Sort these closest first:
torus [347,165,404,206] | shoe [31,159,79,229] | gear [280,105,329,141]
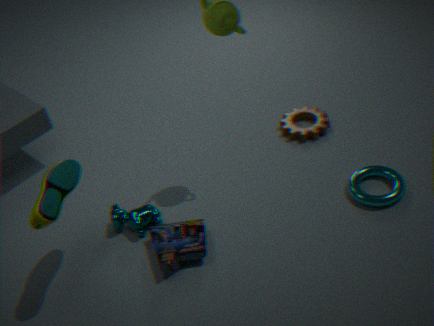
shoe [31,159,79,229] < torus [347,165,404,206] < gear [280,105,329,141]
